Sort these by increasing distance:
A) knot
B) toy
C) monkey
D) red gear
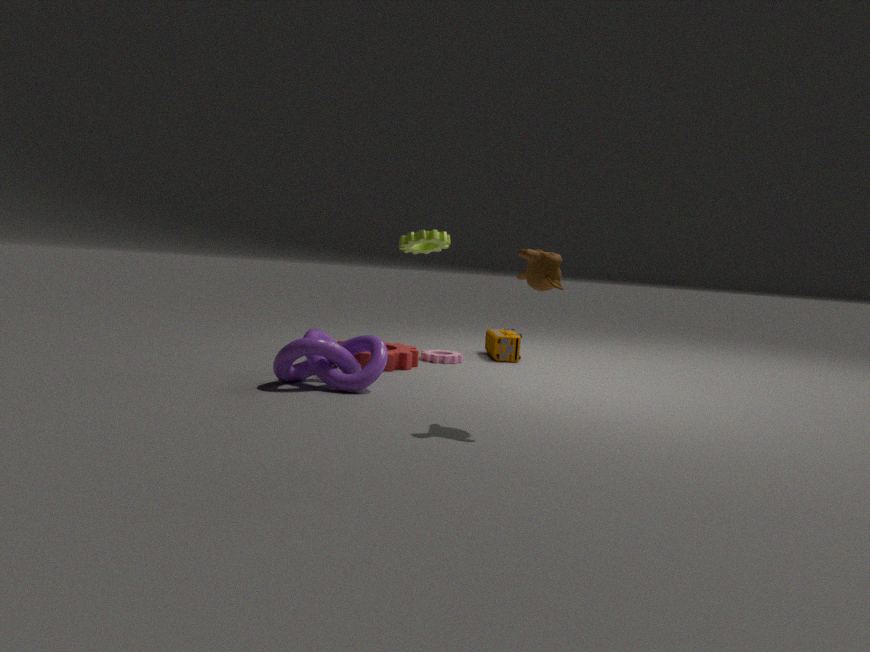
monkey
knot
red gear
toy
